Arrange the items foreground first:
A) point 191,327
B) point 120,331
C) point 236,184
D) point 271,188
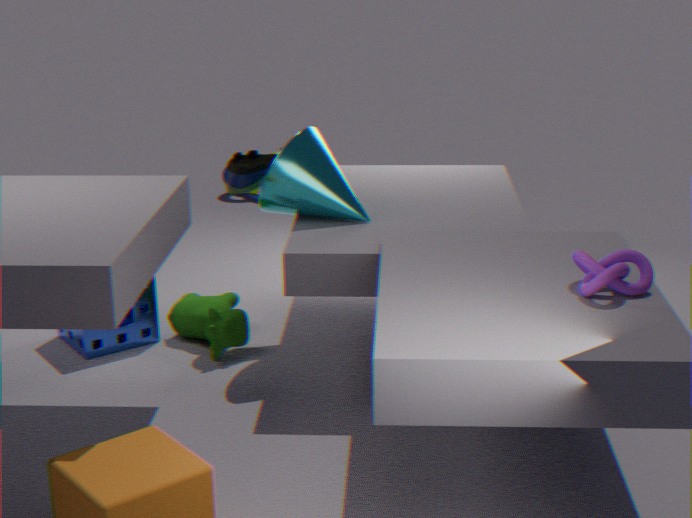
point 271,188 < point 236,184 < point 120,331 < point 191,327
